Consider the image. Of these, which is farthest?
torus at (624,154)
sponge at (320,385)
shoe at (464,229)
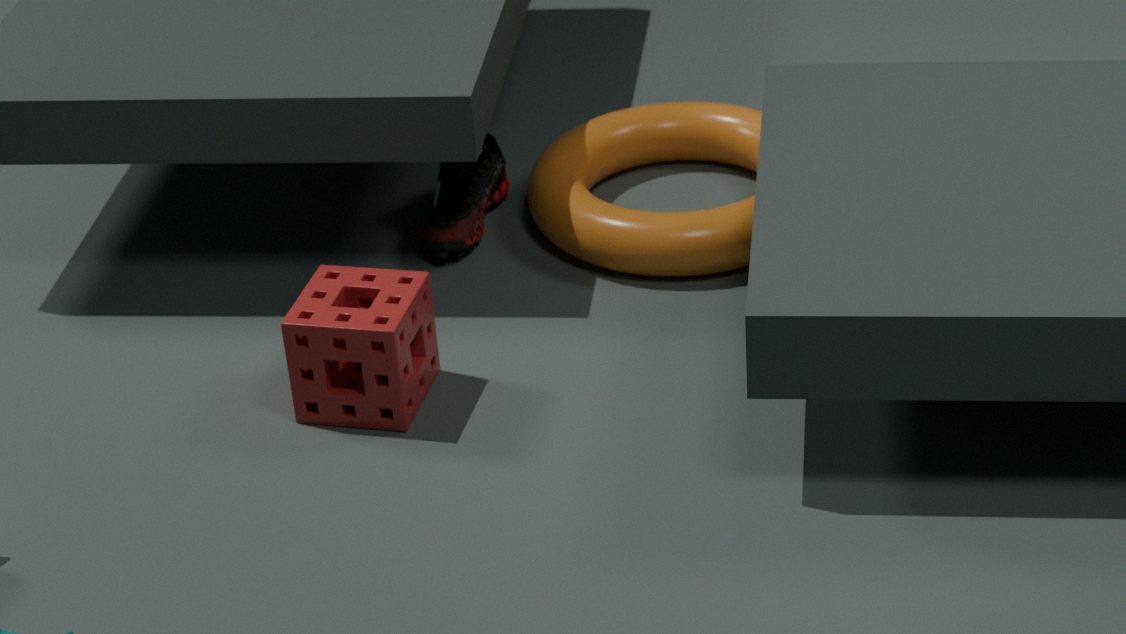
shoe at (464,229)
